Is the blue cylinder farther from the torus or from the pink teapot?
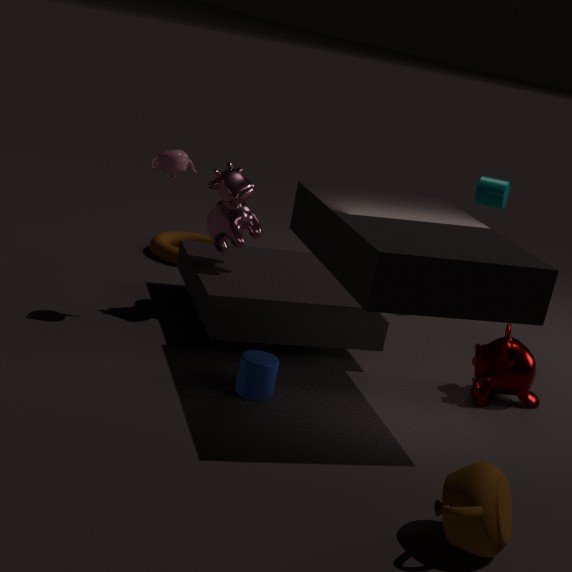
the torus
